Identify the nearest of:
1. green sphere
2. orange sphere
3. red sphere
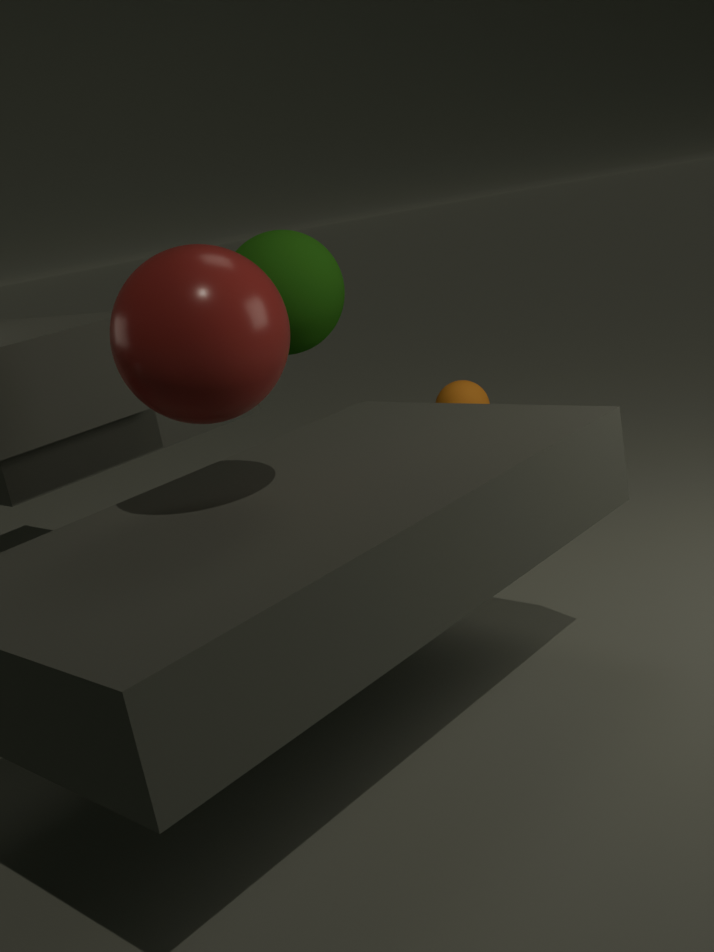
red sphere
